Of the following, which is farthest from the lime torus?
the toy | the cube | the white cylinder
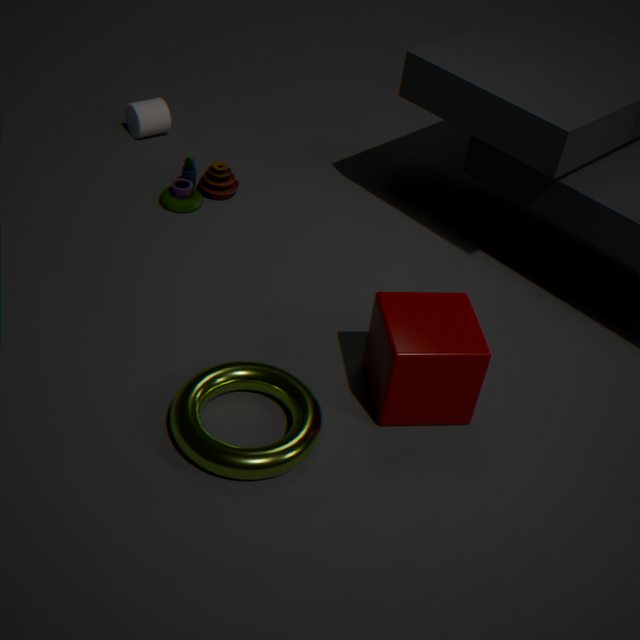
the white cylinder
